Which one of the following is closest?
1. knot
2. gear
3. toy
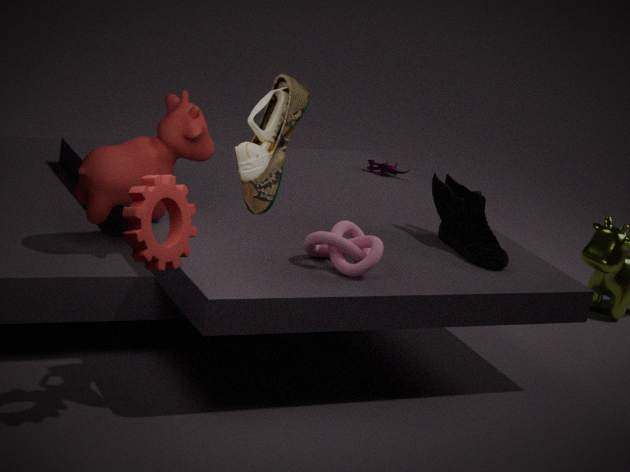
gear
